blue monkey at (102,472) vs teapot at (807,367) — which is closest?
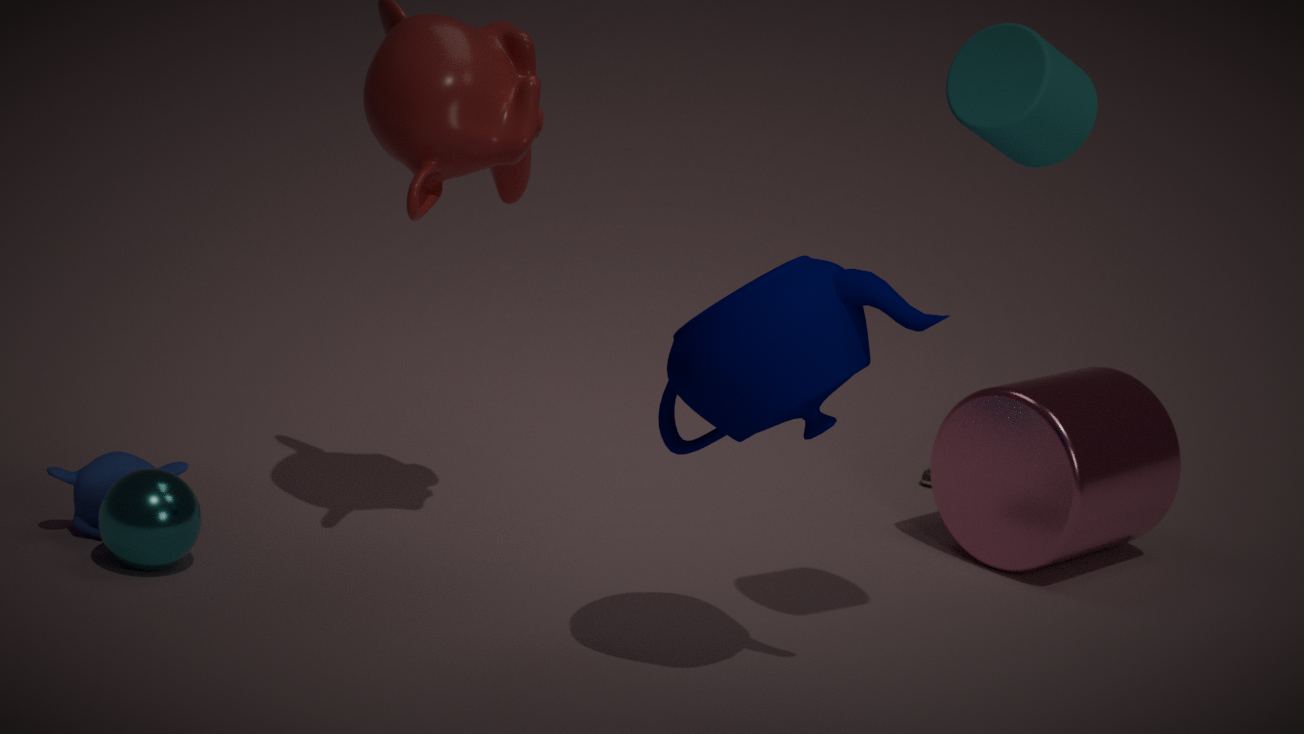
teapot at (807,367)
